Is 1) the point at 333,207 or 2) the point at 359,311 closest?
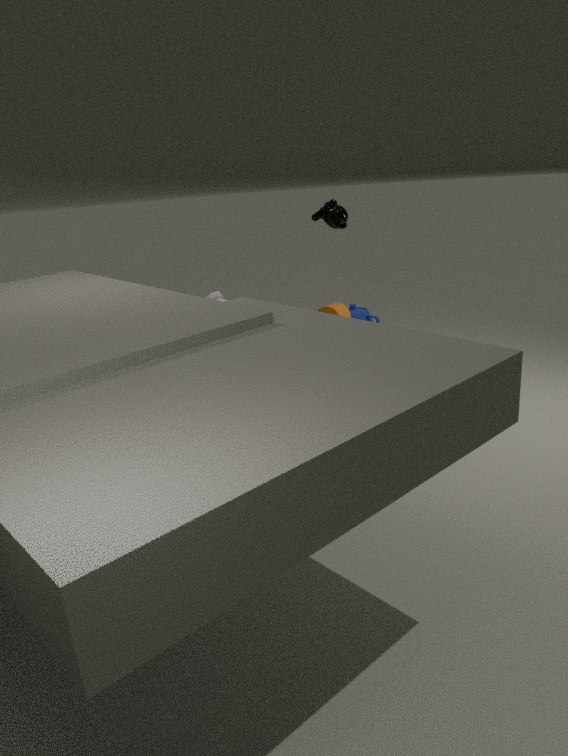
1. the point at 333,207
